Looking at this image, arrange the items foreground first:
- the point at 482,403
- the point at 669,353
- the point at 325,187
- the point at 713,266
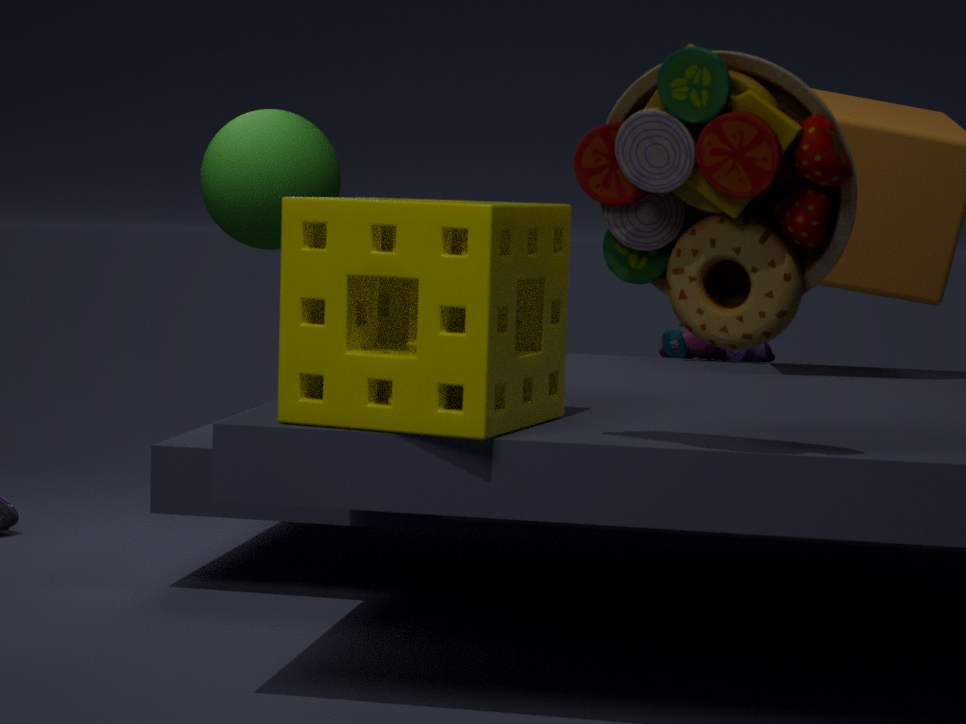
the point at 713,266
the point at 482,403
the point at 669,353
the point at 325,187
